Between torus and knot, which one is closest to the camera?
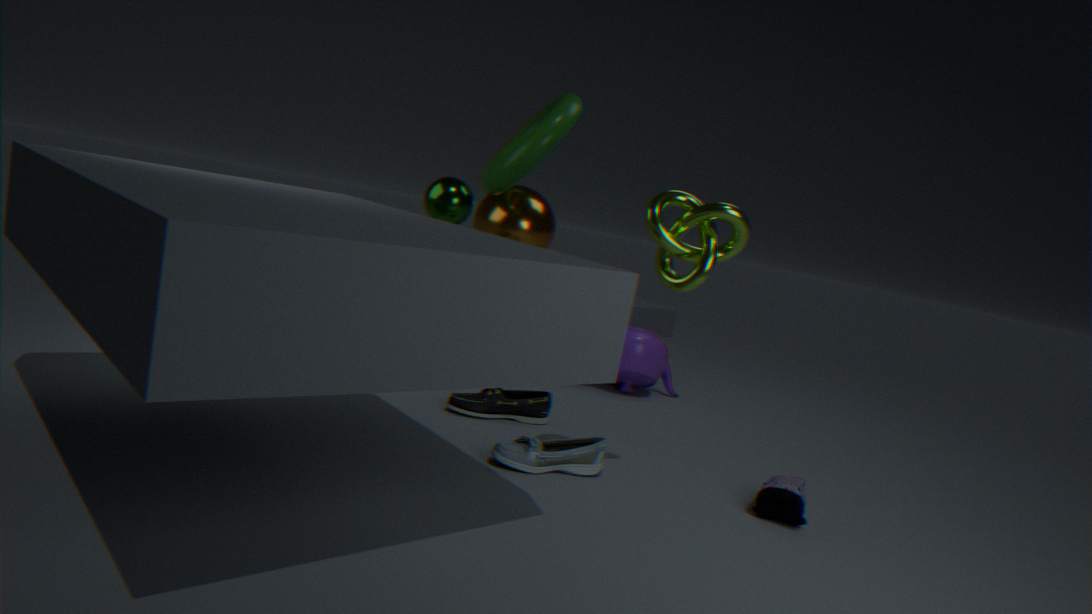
knot
